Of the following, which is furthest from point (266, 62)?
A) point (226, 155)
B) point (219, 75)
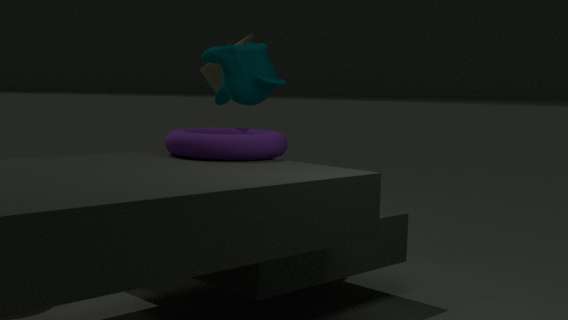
point (226, 155)
